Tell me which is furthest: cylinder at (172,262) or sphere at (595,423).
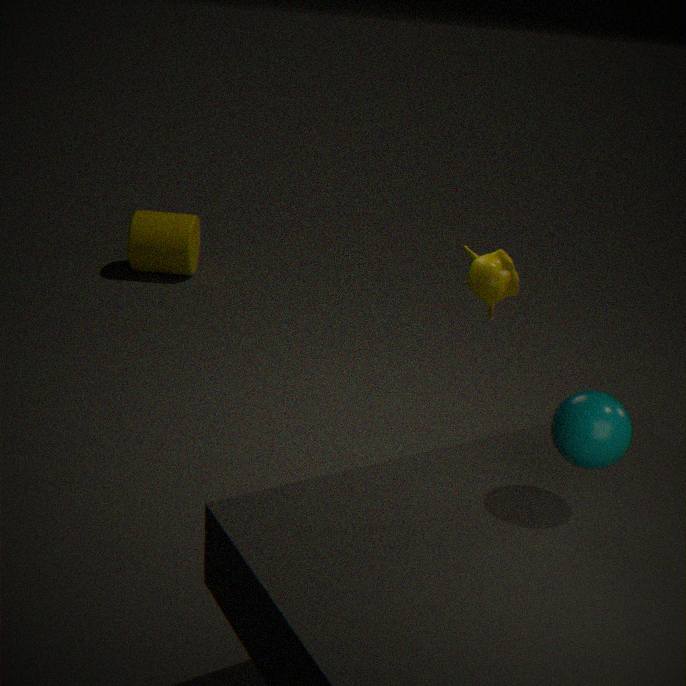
cylinder at (172,262)
